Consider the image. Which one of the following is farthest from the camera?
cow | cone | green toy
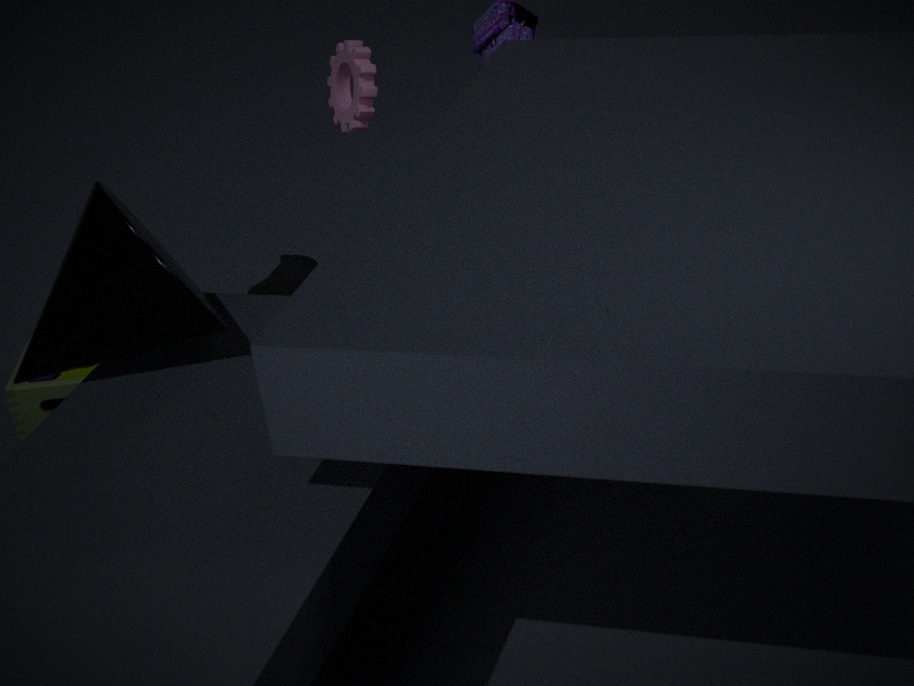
cow
